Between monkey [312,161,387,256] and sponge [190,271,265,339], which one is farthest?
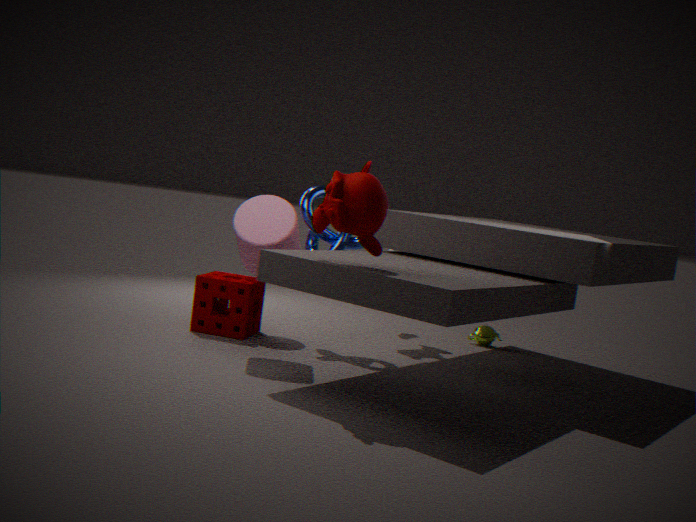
sponge [190,271,265,339]
